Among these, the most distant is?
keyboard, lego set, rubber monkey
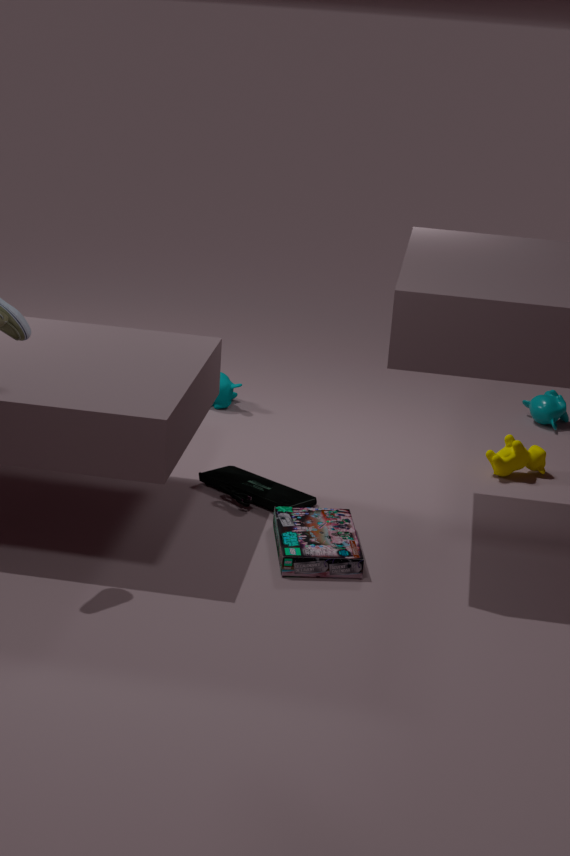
rubber monkey
